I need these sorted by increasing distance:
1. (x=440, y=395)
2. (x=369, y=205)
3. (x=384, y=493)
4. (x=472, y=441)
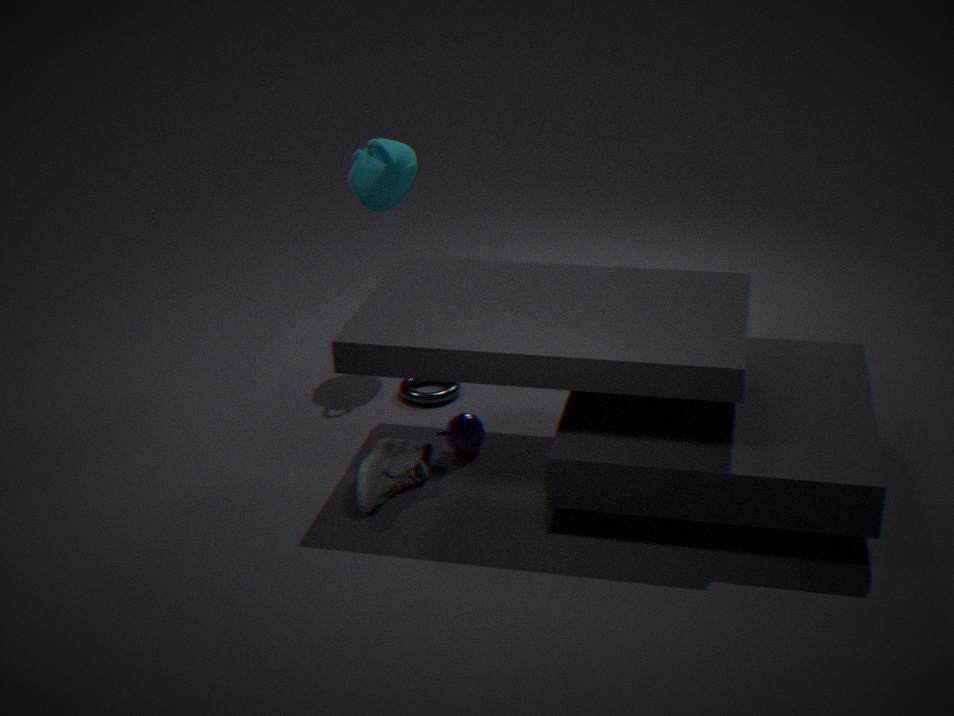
(x=384, y=493), (x=472, y=441), (x=440, y=395), (x=369, y=205)
